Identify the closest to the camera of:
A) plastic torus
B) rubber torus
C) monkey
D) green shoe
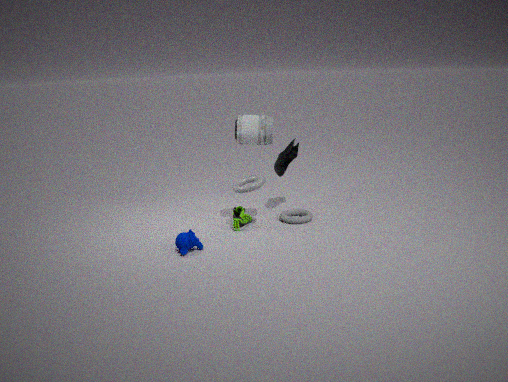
monkey
